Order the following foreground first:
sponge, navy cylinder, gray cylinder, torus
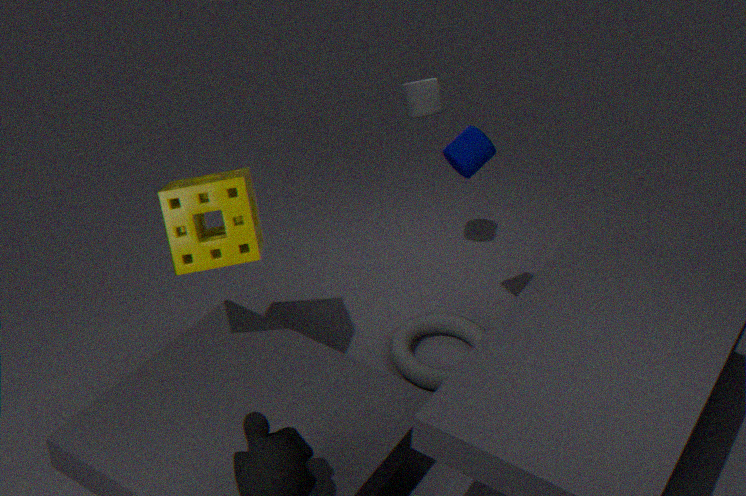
sponge, navy cylinder, torus, gray cylinder
